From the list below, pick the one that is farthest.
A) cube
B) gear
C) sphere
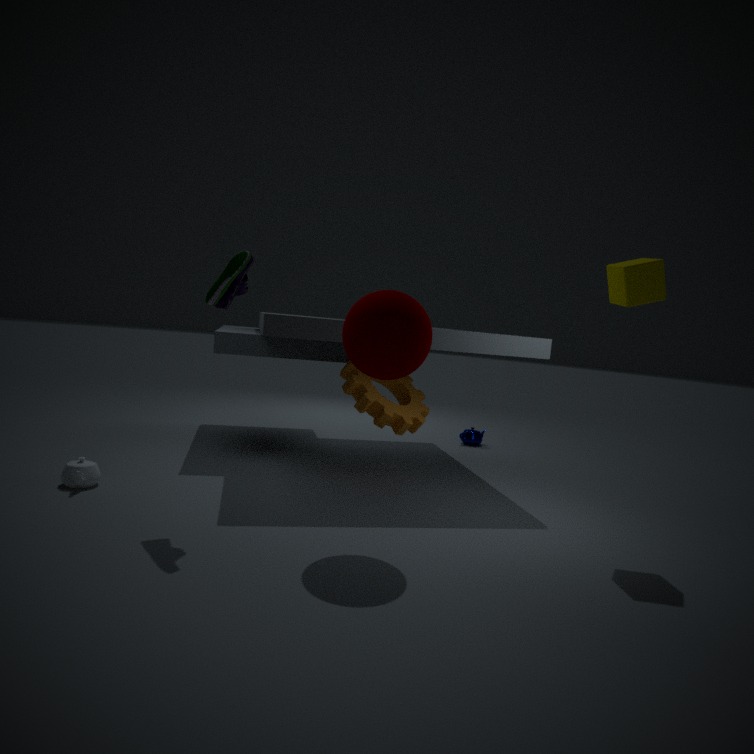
gear
